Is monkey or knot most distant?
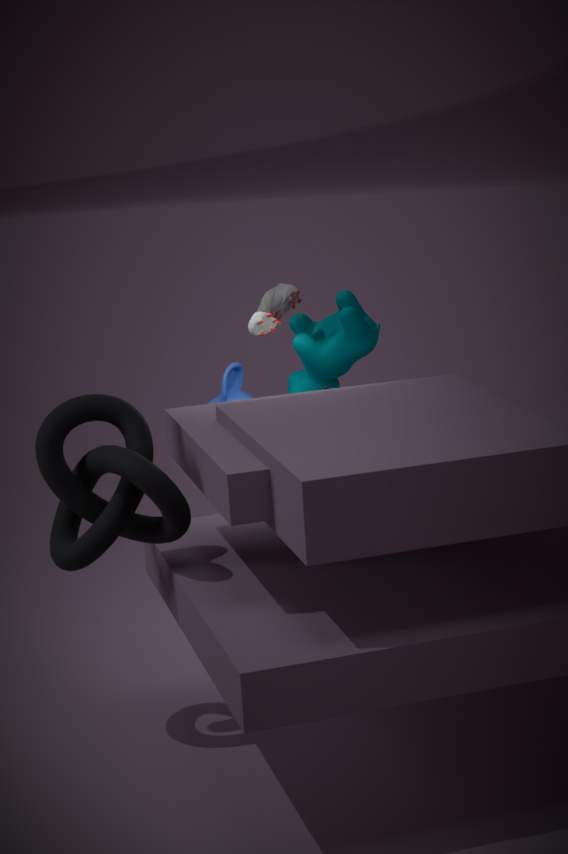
monkey
